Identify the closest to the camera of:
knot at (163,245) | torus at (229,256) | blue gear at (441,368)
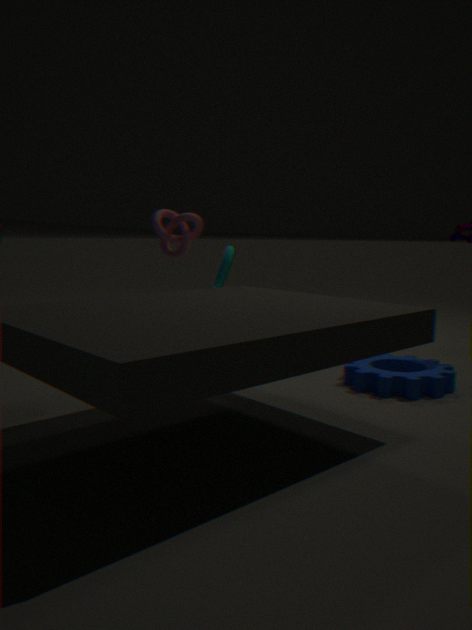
blue gear at (441,368)
